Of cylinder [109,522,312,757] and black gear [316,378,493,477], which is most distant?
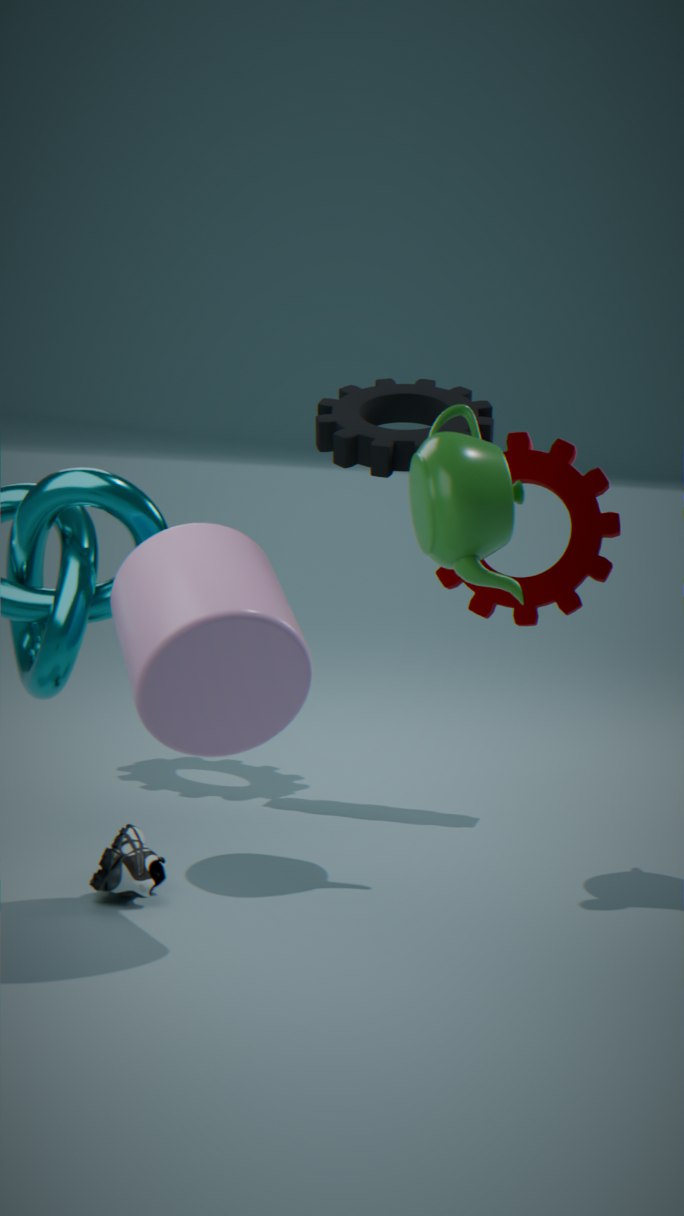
black gear [316,378,493,477]
